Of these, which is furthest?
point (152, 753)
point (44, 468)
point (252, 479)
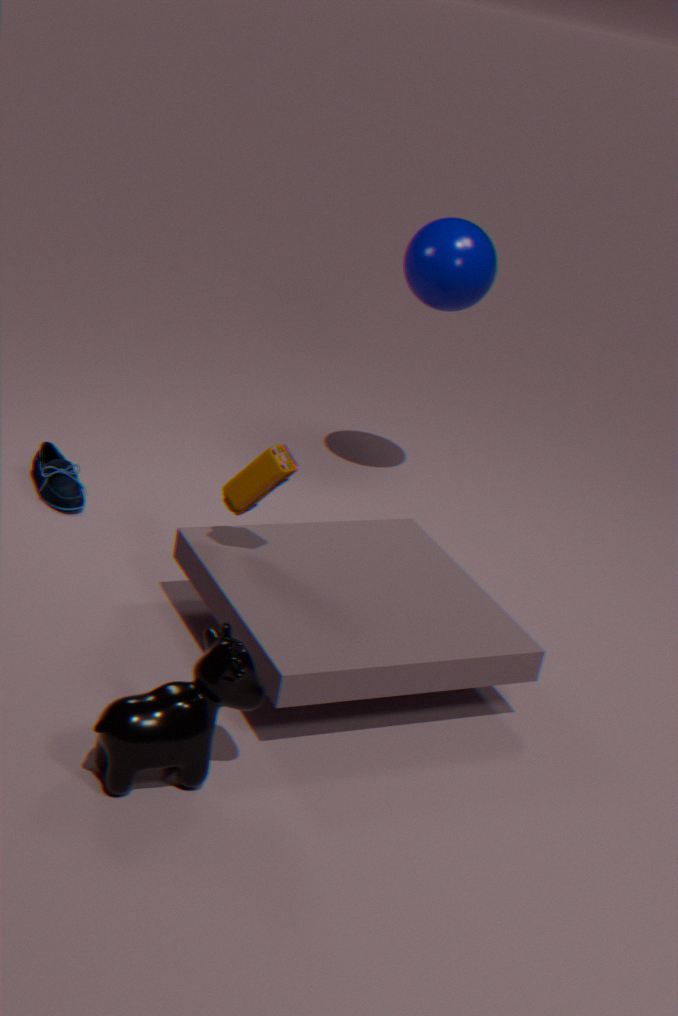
point (44, 468)
